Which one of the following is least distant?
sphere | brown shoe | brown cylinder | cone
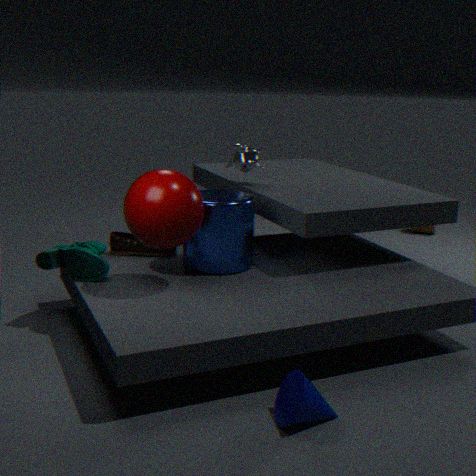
cone
